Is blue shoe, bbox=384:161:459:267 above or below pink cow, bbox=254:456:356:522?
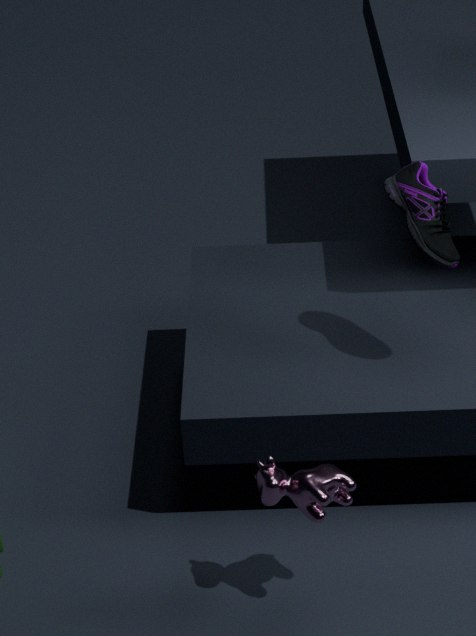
above
